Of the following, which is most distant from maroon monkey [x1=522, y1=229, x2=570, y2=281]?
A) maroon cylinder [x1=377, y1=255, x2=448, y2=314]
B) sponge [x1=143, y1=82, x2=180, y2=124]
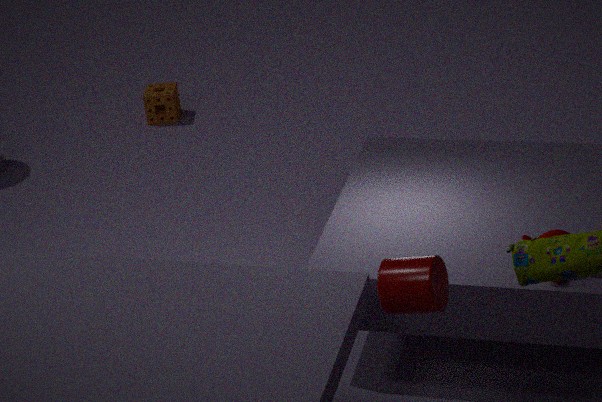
sponge [x1=143, y1=82, x2=180, y2=124]
